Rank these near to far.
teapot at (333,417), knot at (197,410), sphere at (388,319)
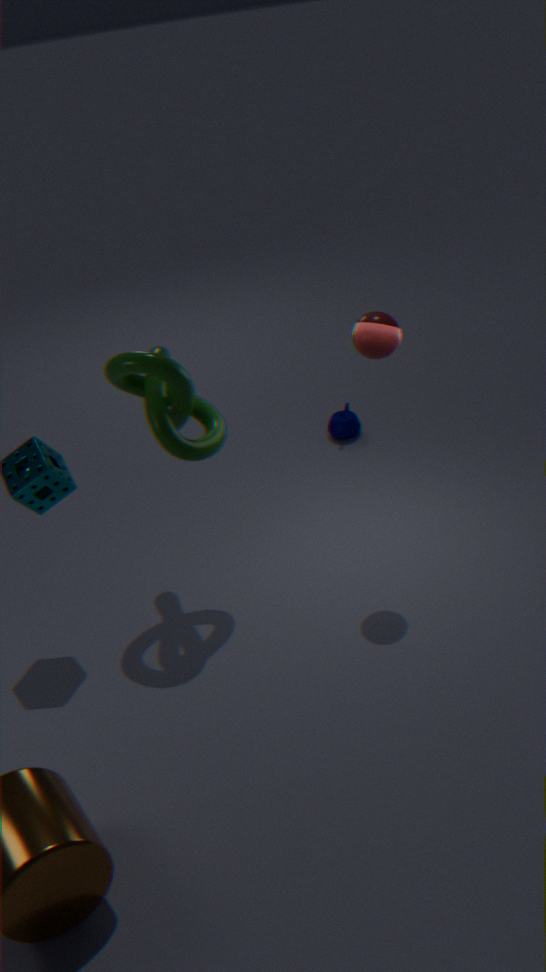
1. knot at (197,410)
2. sphere at (388,319)
3. teapot at (333,417)
